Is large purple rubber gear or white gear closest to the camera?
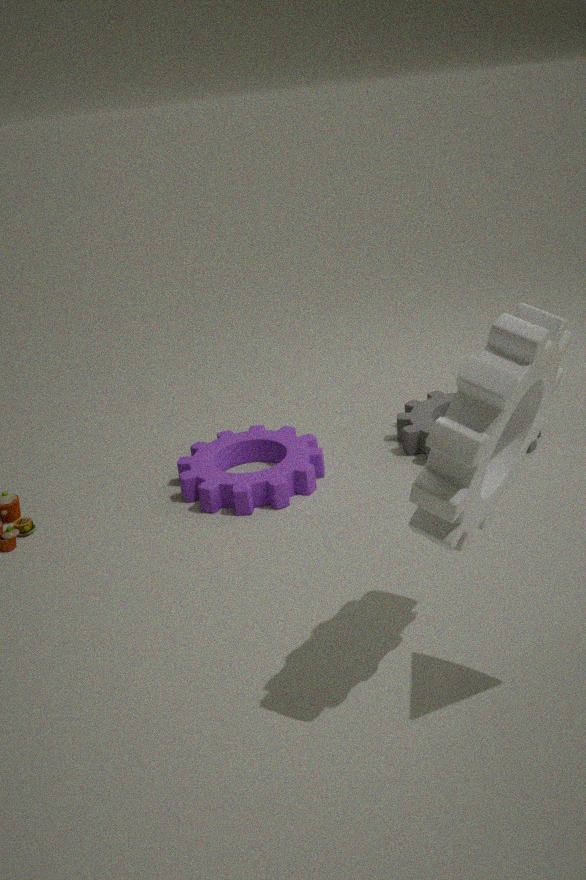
white gear
